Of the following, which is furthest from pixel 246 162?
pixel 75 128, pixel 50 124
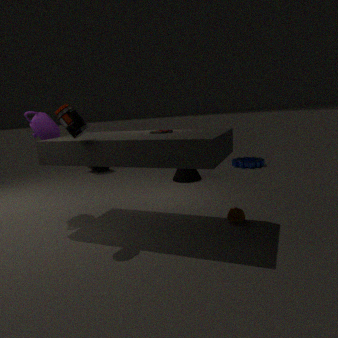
pixel 75 128
